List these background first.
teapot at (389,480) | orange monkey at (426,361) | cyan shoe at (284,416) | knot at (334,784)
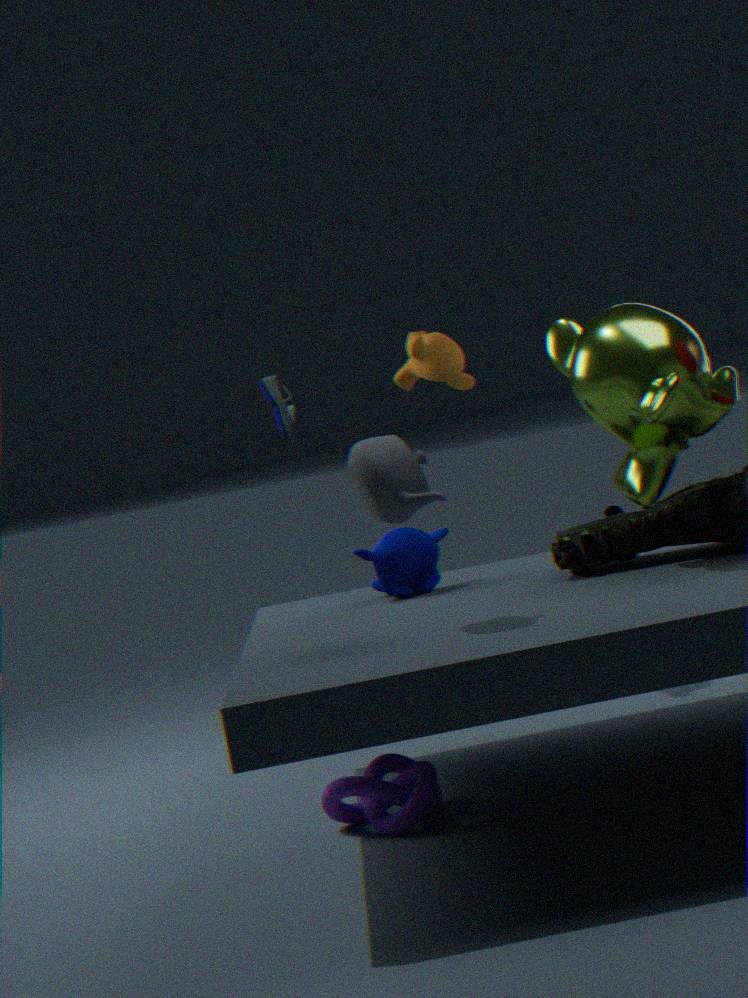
cyan shoe at (284,416), orange monkey at (426,361), knot at (334,784), teapot at (389,480)
